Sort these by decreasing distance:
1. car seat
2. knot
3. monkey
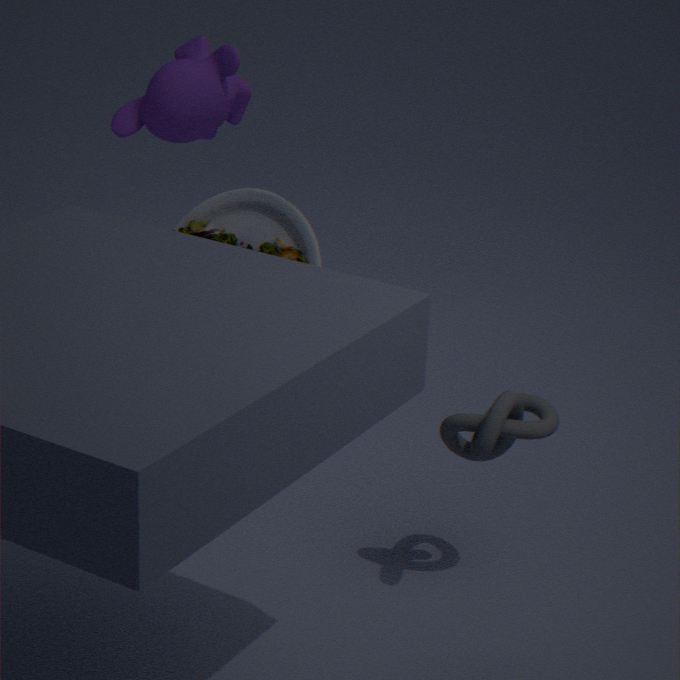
1. monkey
2. car seat
3. knot
